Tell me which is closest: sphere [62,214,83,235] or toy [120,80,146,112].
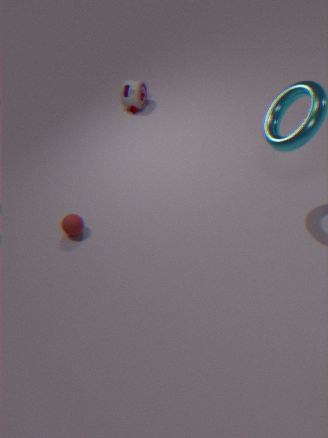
sphere [62,214,83,235]
